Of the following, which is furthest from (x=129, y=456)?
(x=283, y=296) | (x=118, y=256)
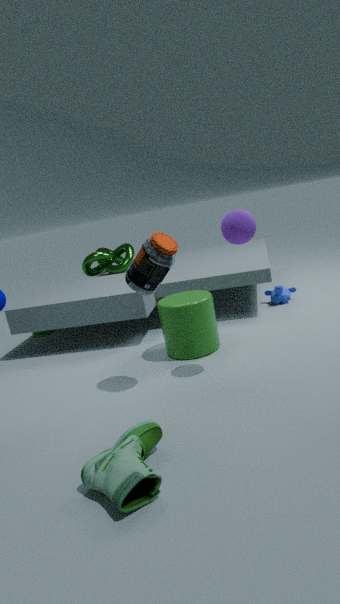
(x=118, y=256)
